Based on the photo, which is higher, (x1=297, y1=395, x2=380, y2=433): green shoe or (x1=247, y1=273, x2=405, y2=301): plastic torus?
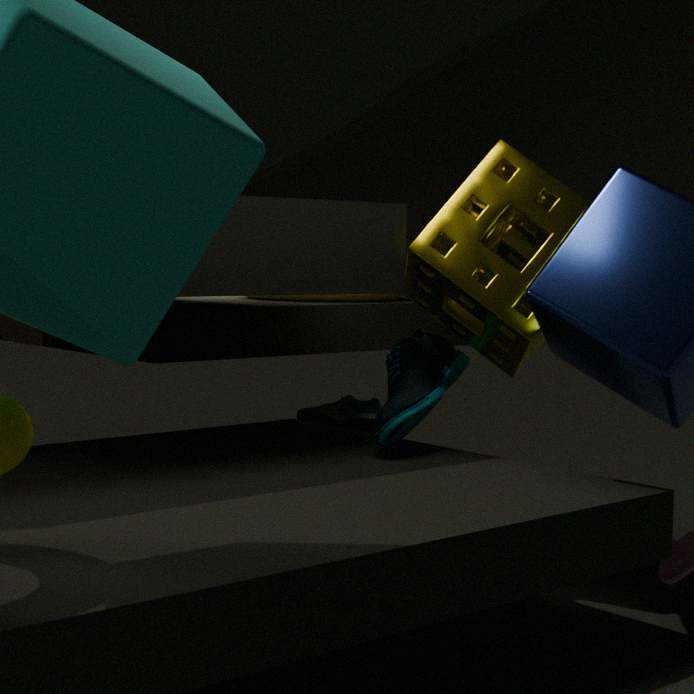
(x1=247, y1=273, x2=405, y2=301): plastic torus
